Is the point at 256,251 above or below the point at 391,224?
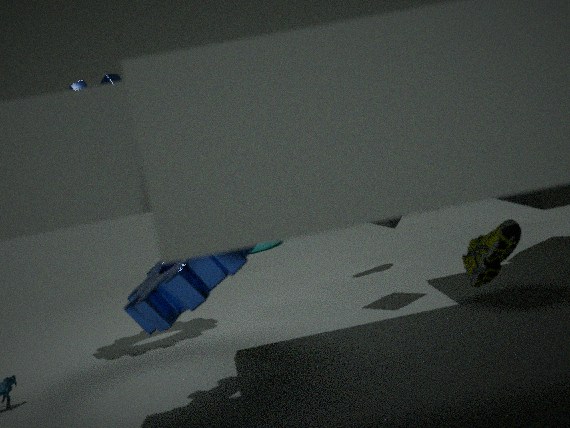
below
